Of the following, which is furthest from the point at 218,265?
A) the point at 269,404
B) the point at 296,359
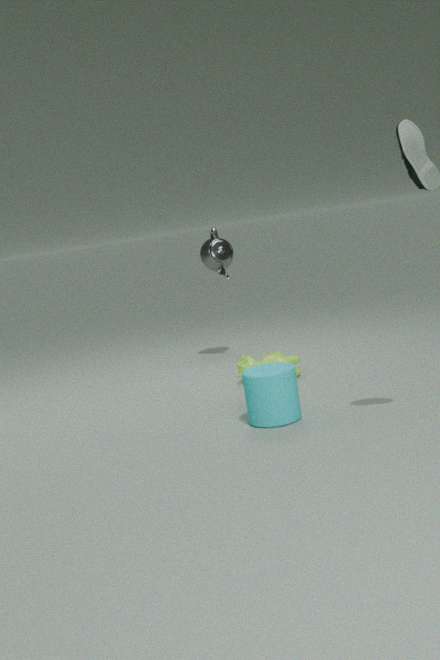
the point at 269,404
